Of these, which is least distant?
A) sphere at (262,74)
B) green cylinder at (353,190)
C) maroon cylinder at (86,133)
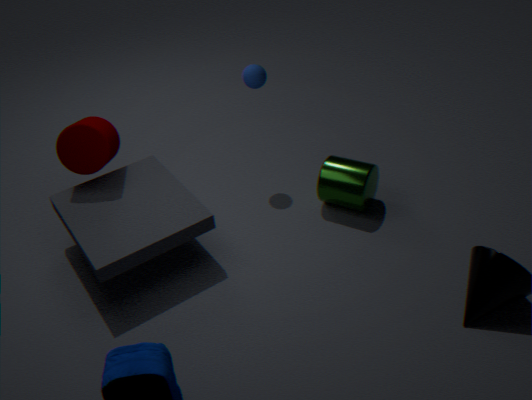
maroon cylinder at (86,133)
